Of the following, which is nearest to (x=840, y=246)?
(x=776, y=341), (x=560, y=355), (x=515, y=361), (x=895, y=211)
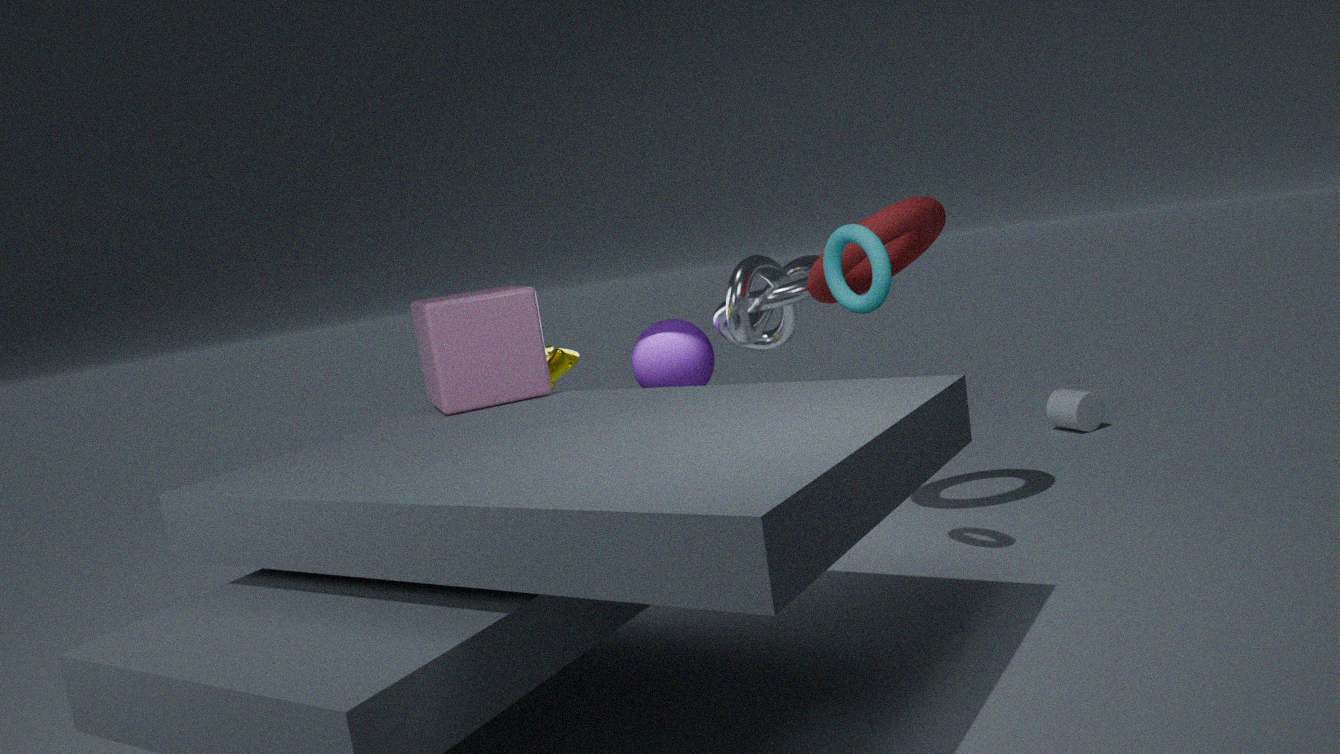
(x=895, y=211)
